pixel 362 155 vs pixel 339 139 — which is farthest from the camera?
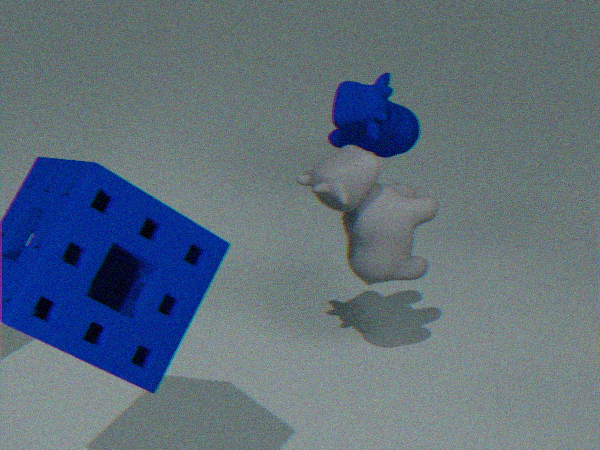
pixel 339 139
